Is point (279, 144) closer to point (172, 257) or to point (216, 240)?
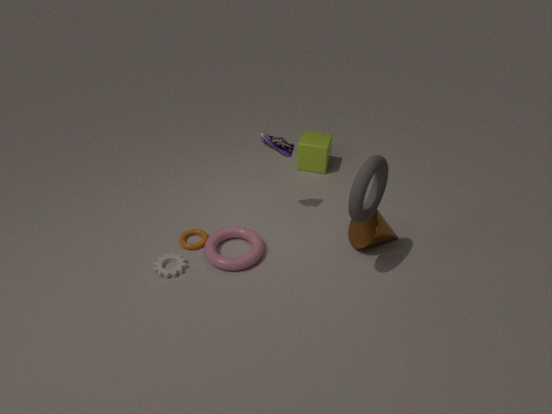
point (216, 240)
